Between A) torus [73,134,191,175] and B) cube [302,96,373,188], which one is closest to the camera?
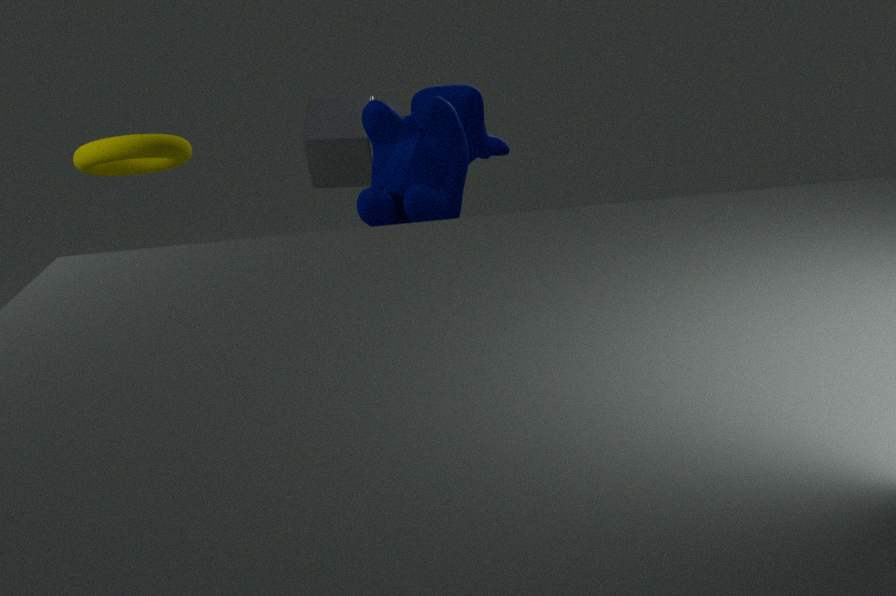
A. torus [73,134,191,175]
